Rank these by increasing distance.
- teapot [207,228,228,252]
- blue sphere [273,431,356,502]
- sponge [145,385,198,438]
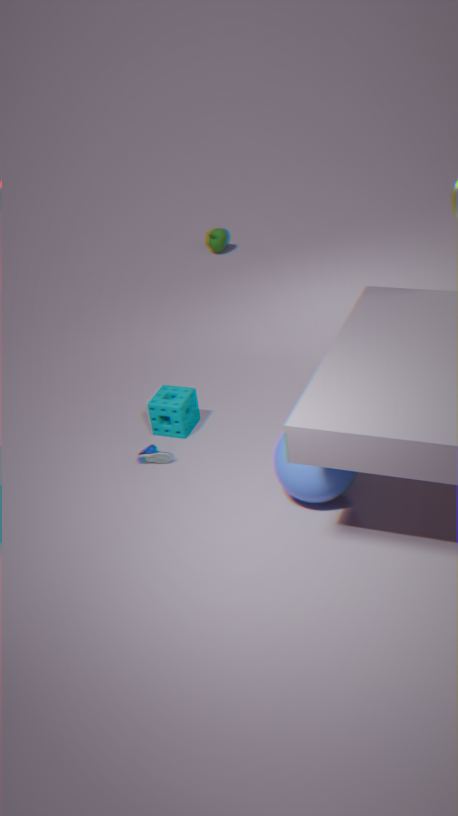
blue sphere [273,431,356,502], sponge [145,385,198,438], teapot [207,228,228,252]
